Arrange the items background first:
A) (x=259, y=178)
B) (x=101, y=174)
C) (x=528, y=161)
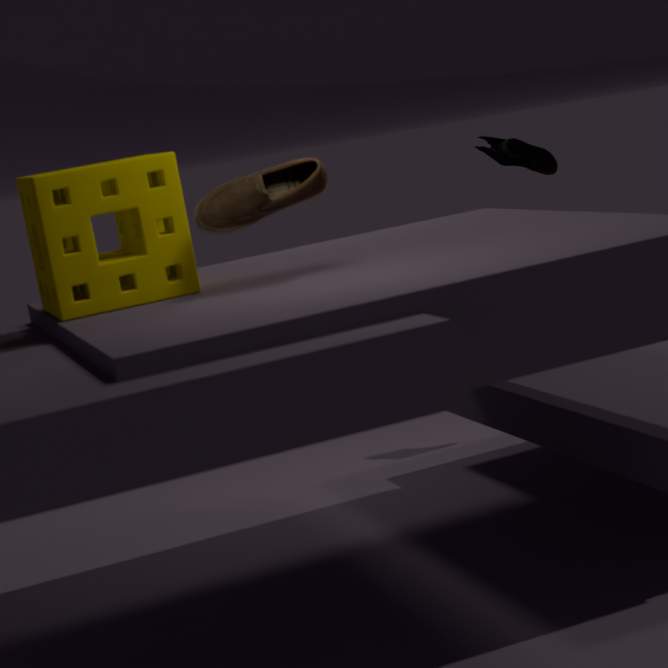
1. (x=528, y=161)
2. (x=101, y=174)
3. (x=259, y=178)
